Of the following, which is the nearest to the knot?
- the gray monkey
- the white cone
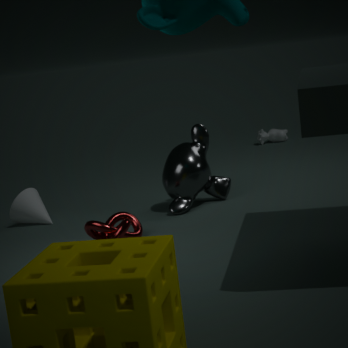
the gray monkey
